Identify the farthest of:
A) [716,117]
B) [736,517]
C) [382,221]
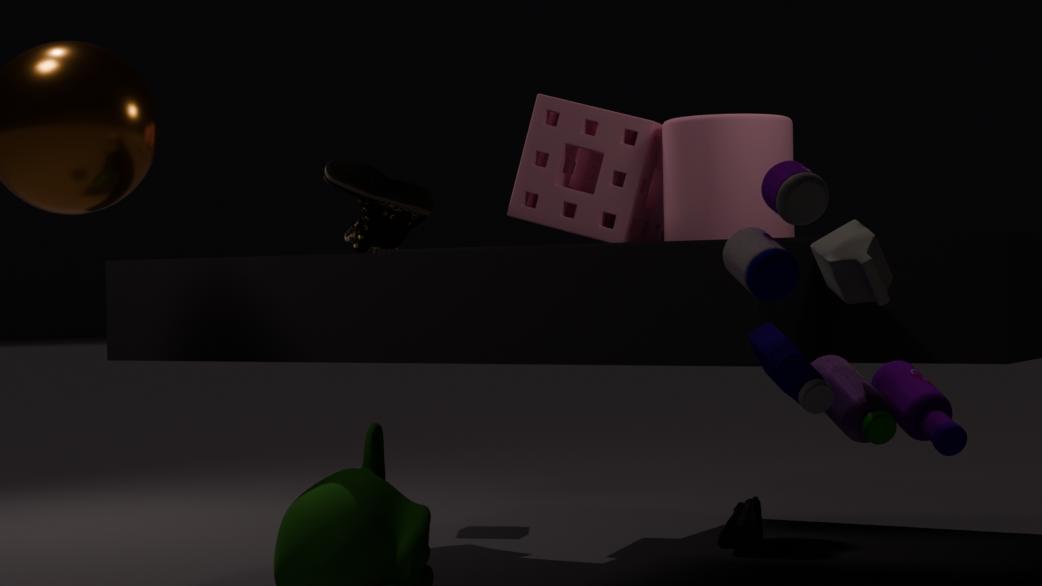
[382,221]
